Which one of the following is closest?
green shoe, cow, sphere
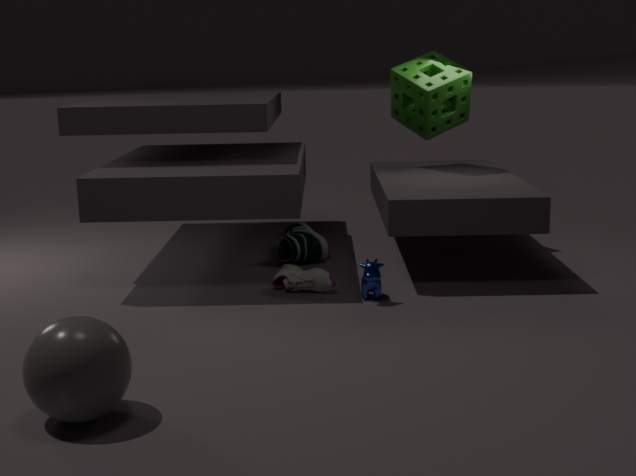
sphere
